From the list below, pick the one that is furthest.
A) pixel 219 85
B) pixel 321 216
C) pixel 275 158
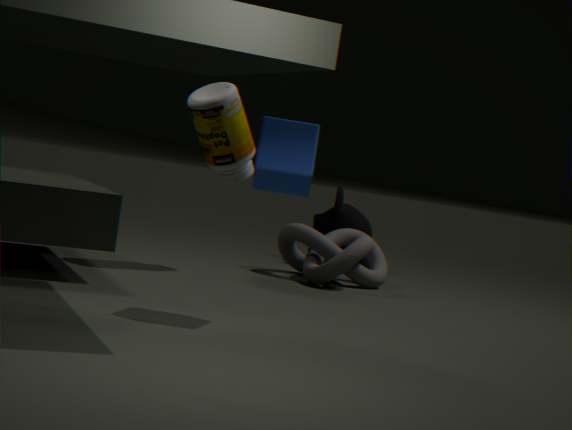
pixel 321 216
